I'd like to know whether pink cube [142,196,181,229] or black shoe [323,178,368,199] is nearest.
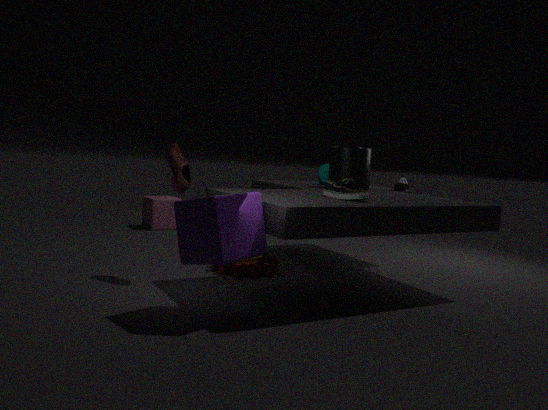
black shoe [323,178,368,199]
